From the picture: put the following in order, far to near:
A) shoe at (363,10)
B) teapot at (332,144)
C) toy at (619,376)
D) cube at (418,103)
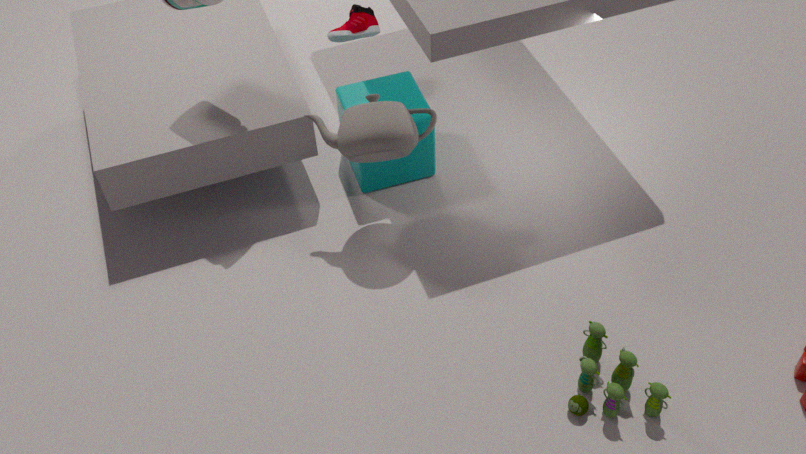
shoe at (363,10)
cube at (418,103)
teapot at (332,144)
toy at (619,376)
